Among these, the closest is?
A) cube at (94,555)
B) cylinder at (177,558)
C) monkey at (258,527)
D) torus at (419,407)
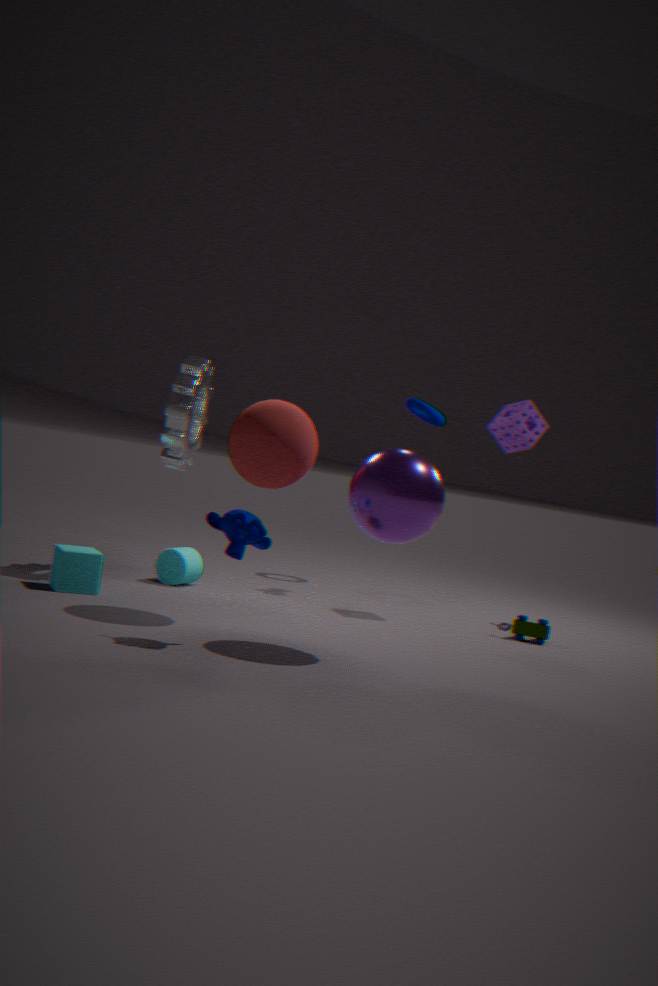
monkey at (258,527)
